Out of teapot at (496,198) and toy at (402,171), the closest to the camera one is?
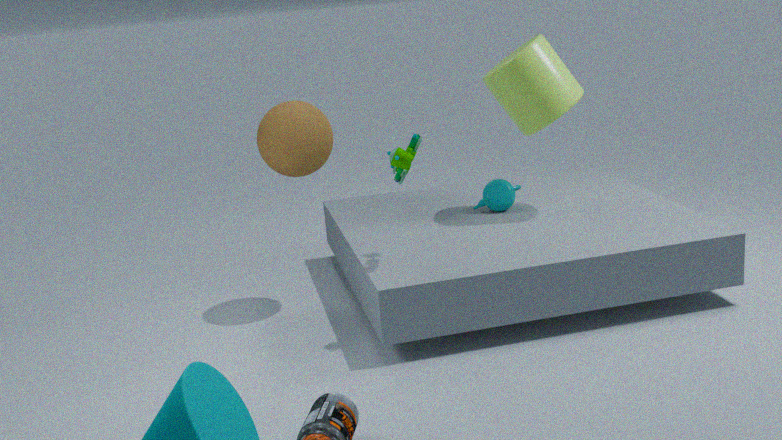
toy at (402,171)
